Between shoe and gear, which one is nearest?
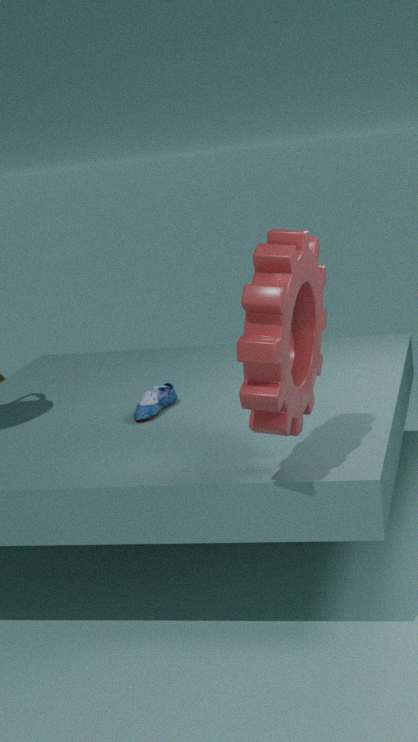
gear
